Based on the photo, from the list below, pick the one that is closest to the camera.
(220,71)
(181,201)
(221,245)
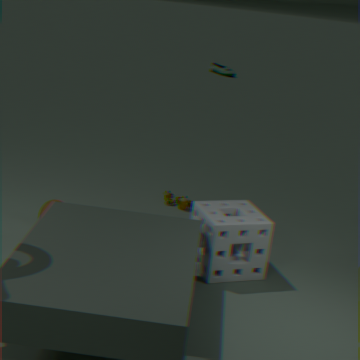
(221,245)
